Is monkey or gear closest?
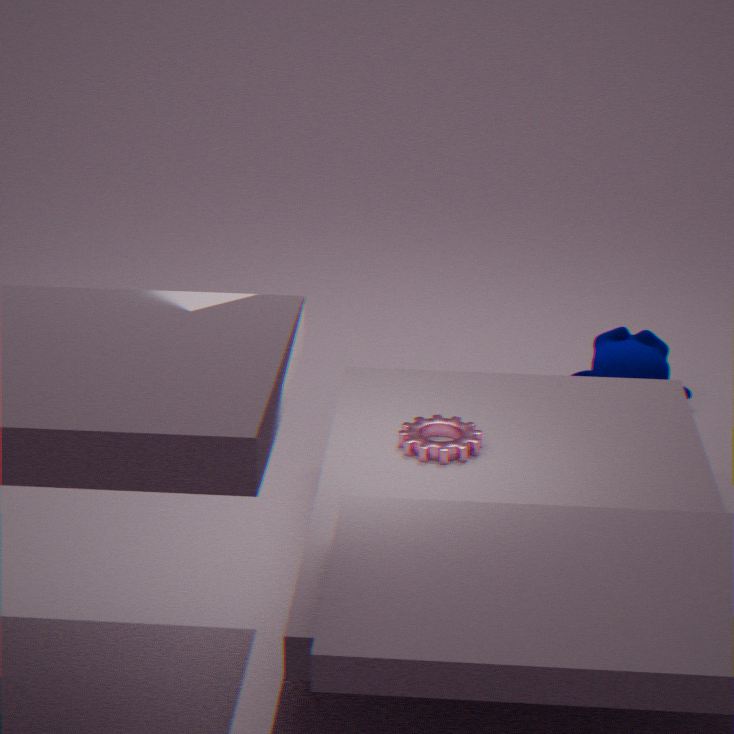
gear
